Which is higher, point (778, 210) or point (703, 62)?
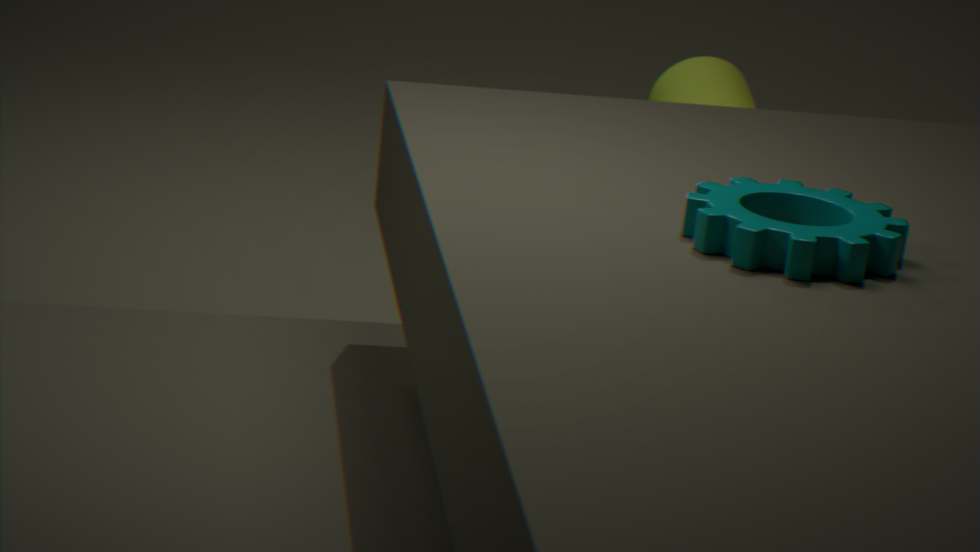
point (778, 210)
